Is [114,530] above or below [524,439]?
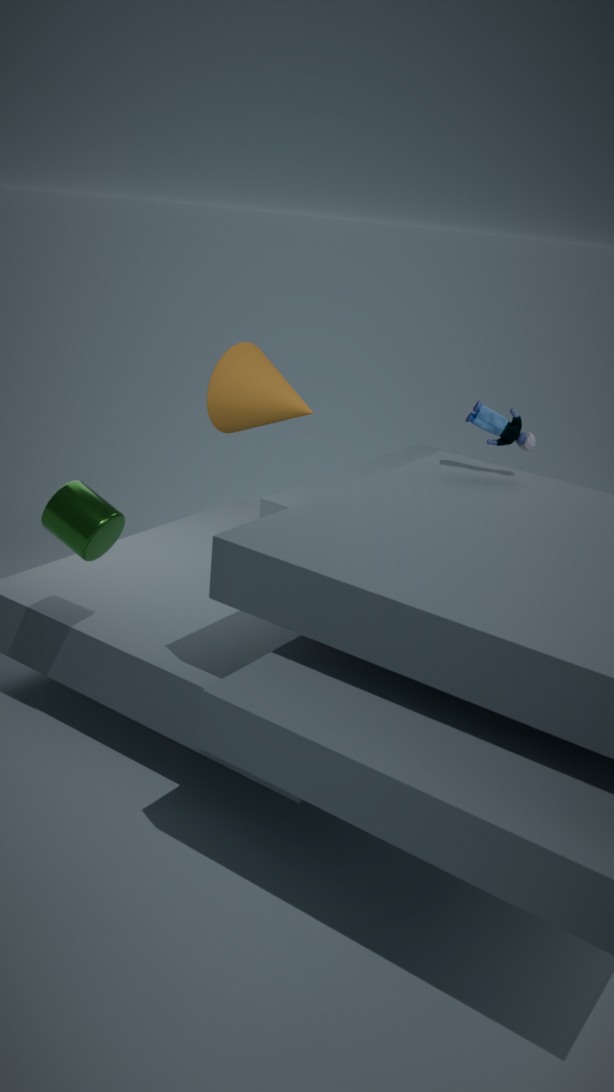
below
